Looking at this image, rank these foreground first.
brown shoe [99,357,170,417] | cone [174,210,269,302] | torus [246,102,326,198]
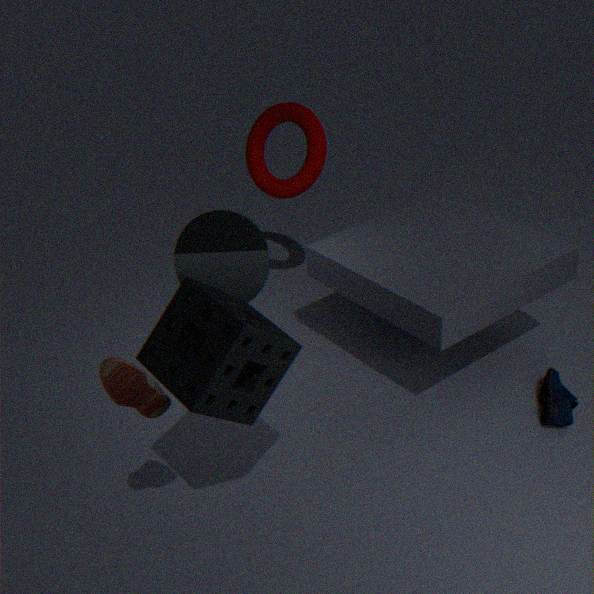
brown shoe [99,357,170,417] → cone [174,210,269,302] → torus [246,102,326,198]
